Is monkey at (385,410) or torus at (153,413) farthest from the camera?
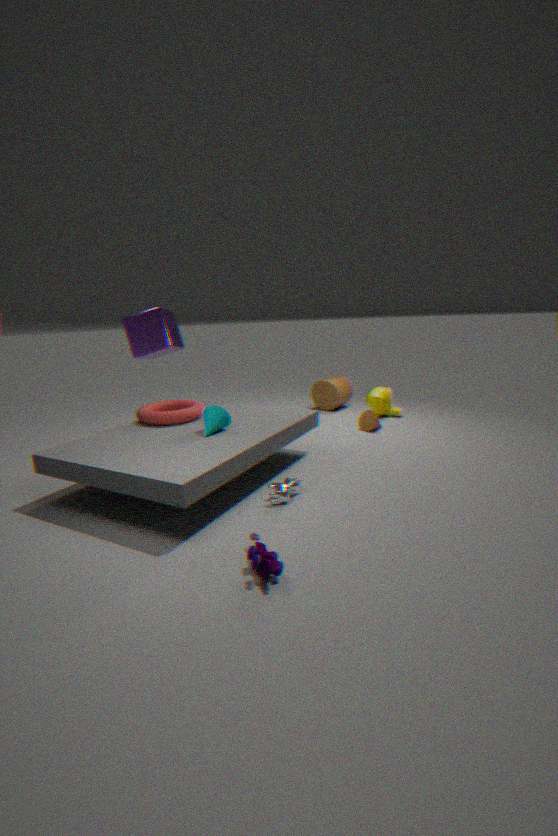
monkey at (385,410)
